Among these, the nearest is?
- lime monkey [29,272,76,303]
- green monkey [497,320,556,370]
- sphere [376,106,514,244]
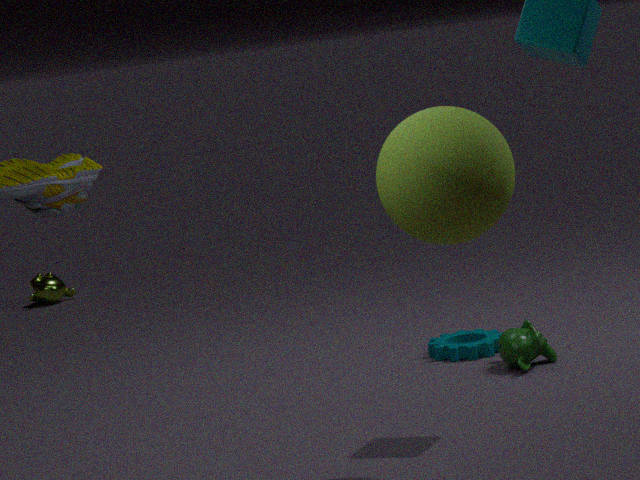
sphere [376,106,514,244]
